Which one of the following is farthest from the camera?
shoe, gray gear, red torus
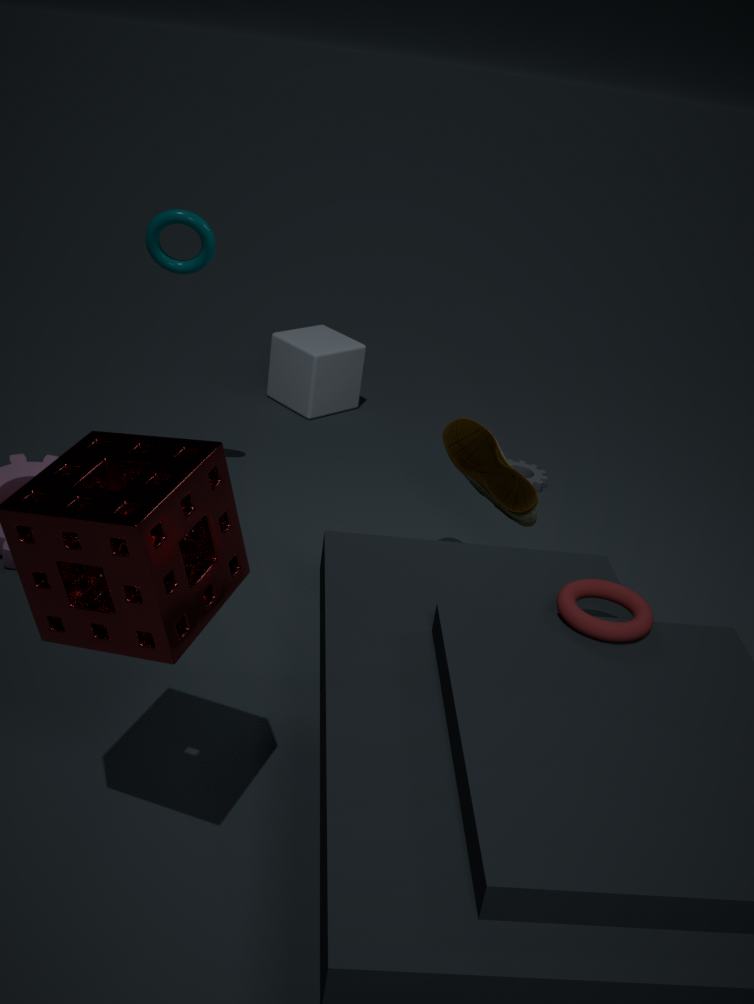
gray gear
